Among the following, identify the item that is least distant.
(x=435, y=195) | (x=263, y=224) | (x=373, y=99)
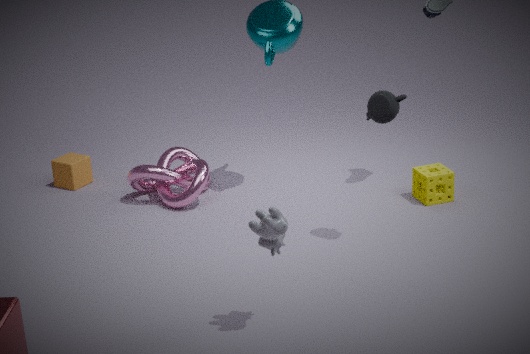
(x=263, y=224)
